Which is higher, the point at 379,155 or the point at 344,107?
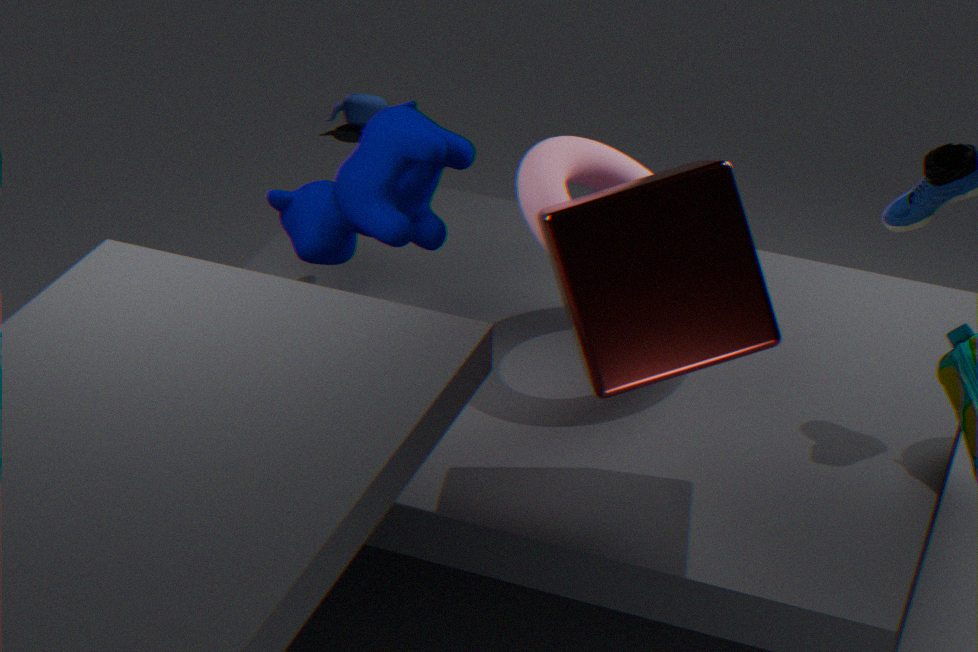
the point at 379,155
